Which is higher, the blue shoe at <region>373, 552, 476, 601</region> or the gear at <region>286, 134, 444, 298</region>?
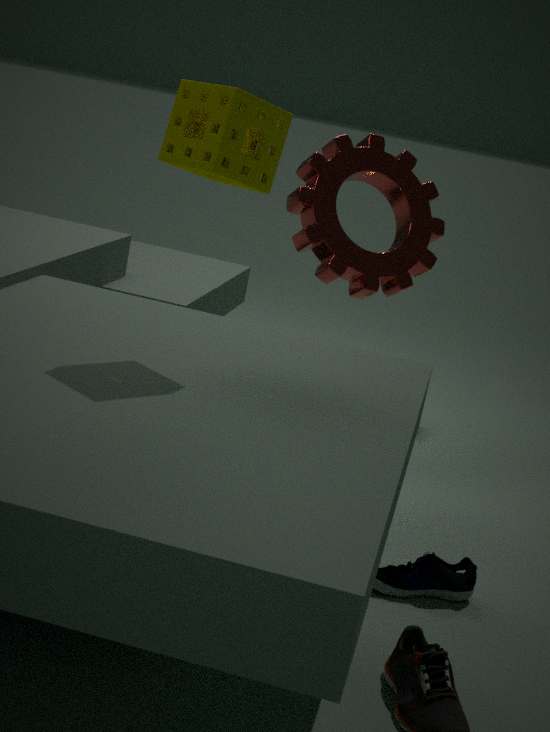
the gear at <region>286, 134, 444, 298</region>
